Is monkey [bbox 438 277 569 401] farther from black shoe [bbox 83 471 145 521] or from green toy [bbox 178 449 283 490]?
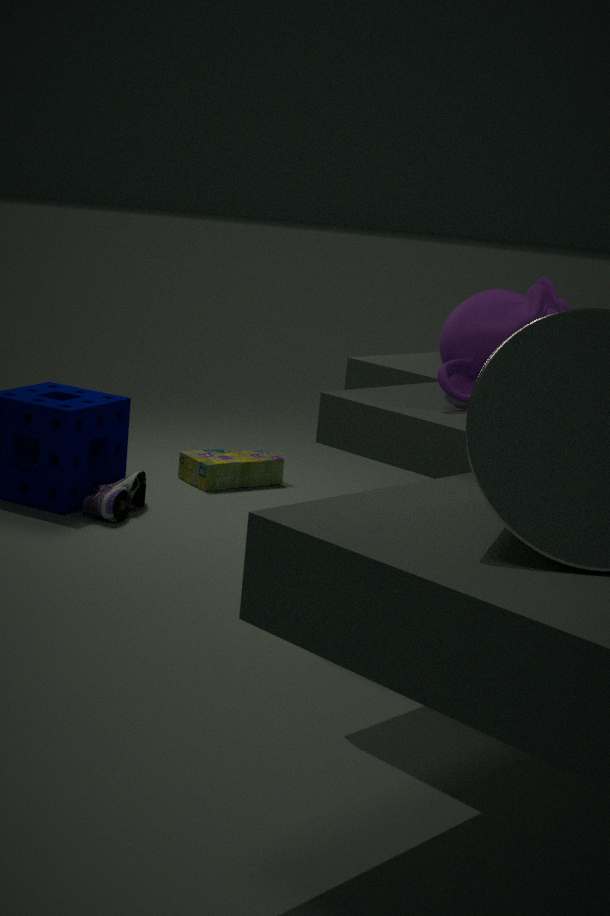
green toy [bbox 178 449 283 490]
